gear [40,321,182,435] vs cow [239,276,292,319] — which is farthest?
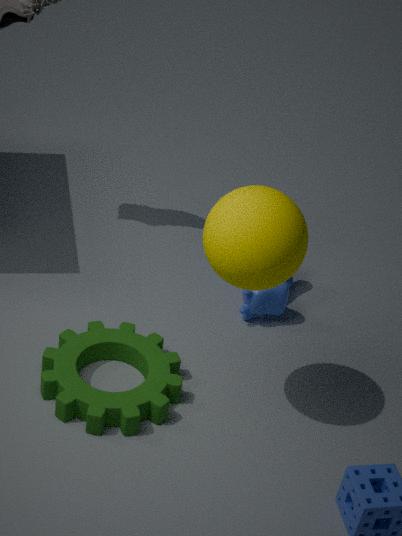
cow [239,276,292,319]
